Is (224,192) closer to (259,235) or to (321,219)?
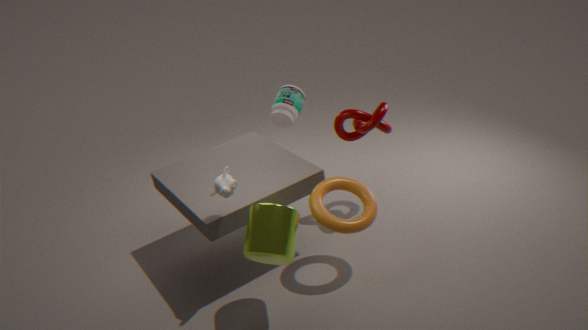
(259,235)
